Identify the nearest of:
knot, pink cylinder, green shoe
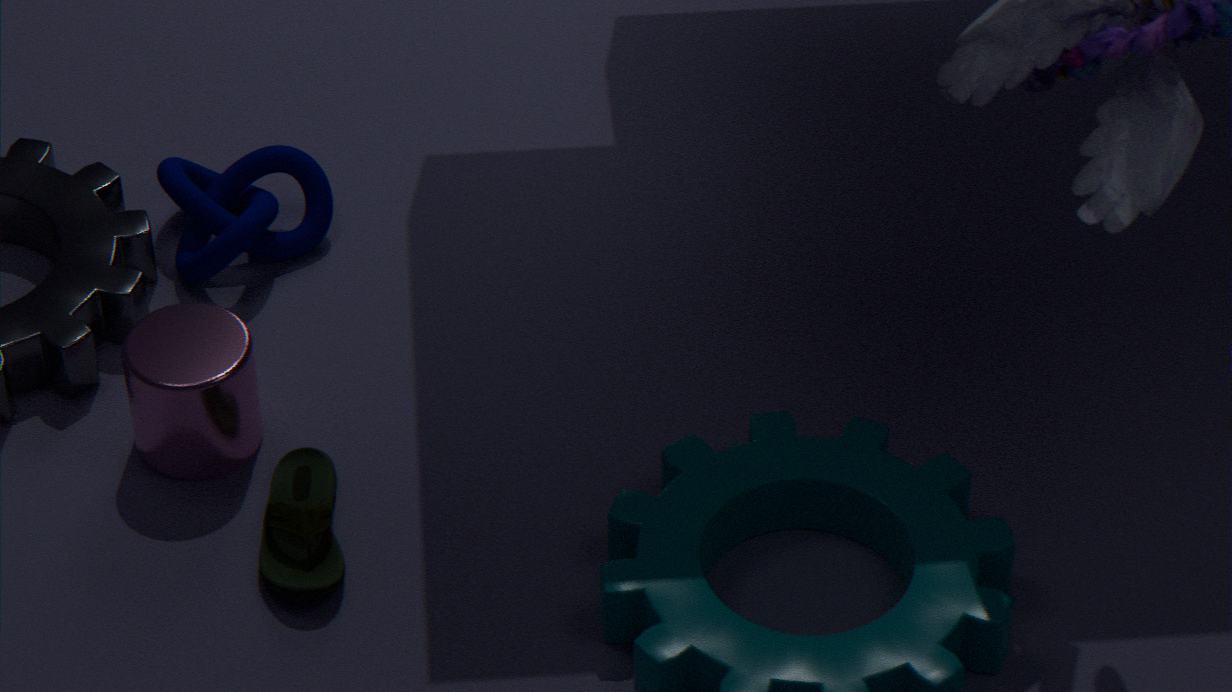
green shoe
